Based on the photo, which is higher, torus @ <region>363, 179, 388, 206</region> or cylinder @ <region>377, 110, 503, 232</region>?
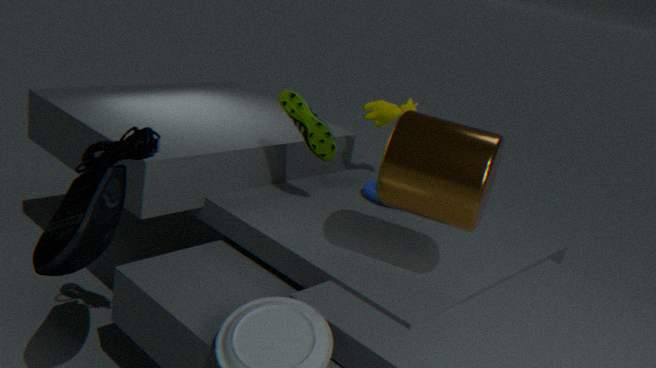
cylinder @ <region>377, 110, 503, 232</region>
